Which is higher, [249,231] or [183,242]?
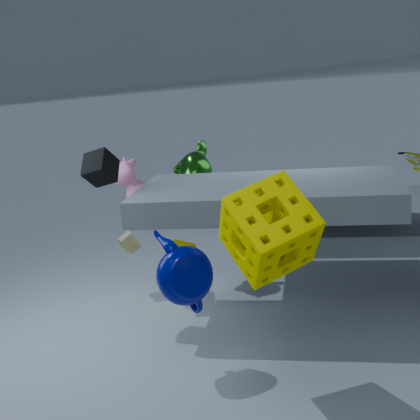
[249,231]
